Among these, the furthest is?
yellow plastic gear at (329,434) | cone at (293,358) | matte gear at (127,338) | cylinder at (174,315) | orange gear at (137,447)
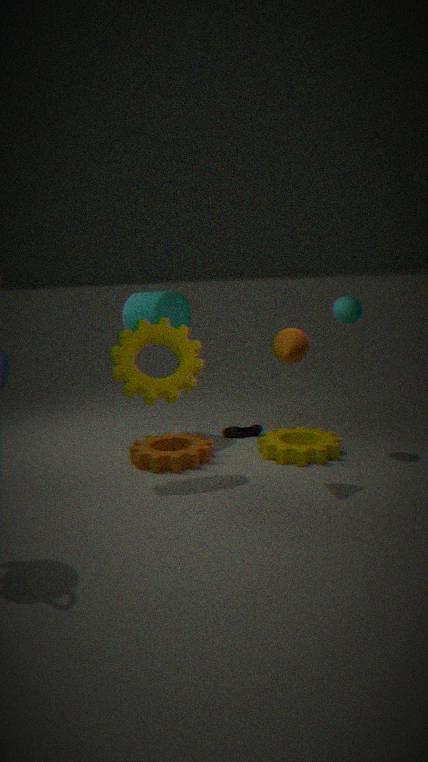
cylinder at (174,315)
